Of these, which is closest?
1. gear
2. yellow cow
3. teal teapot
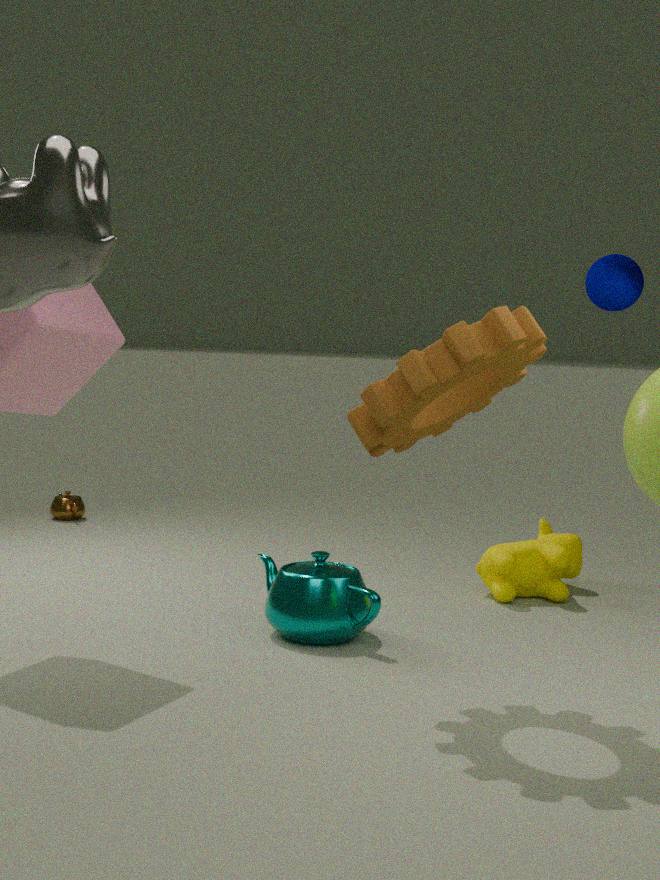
gear
